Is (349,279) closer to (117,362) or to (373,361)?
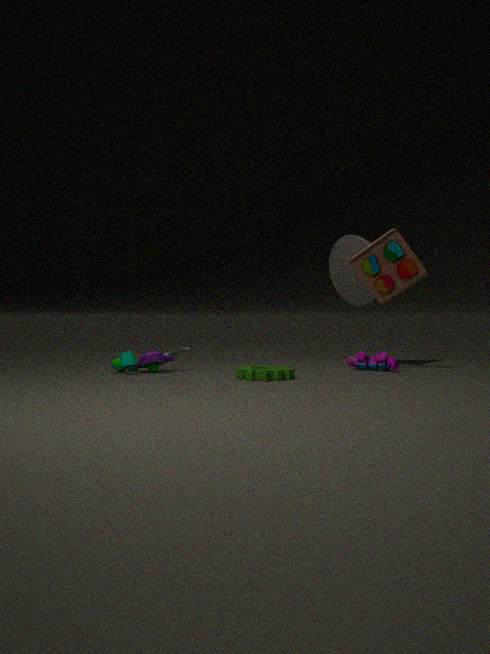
(373,361)
